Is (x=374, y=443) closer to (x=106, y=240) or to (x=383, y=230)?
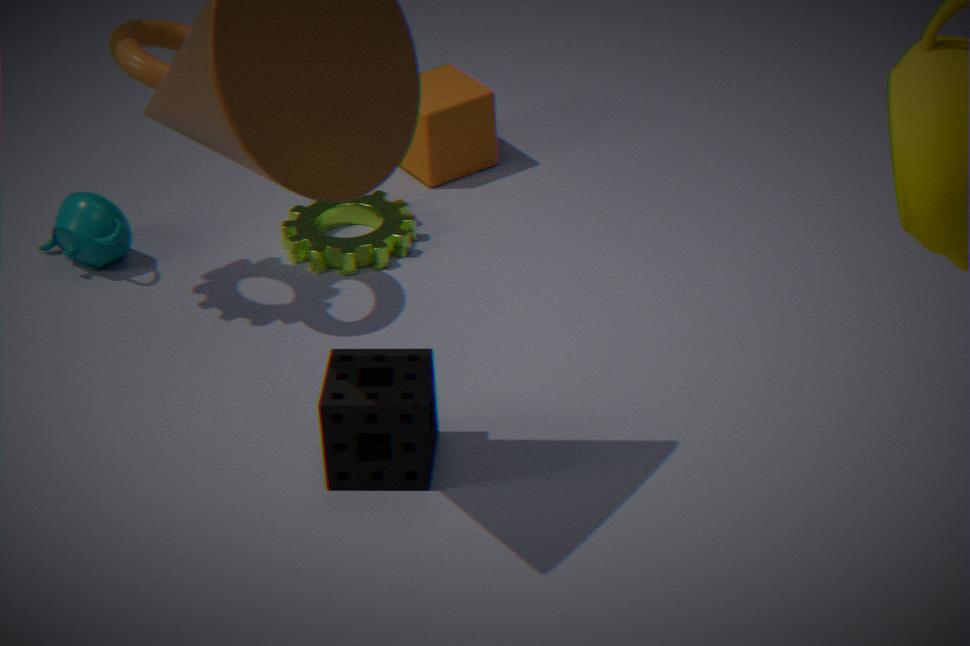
(x=383, y=230)
